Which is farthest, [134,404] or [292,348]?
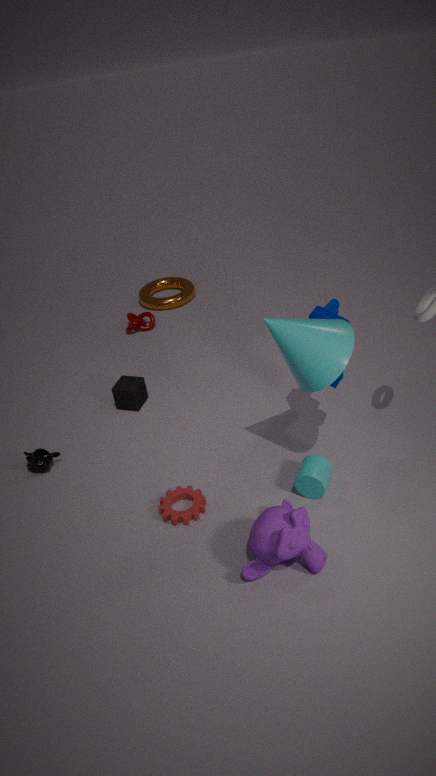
[134,404]
